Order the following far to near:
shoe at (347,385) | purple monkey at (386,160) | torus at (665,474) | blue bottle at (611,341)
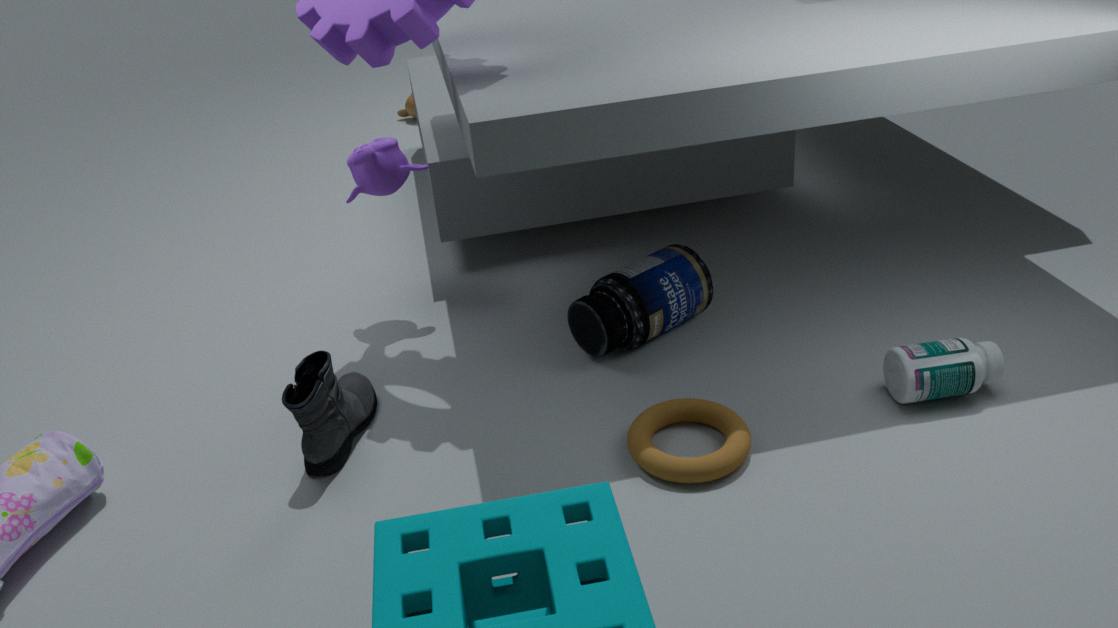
purple monkey at (386,160) < blue bottle at (611,341) < shoe at (347,385) < torus at (665,474)
